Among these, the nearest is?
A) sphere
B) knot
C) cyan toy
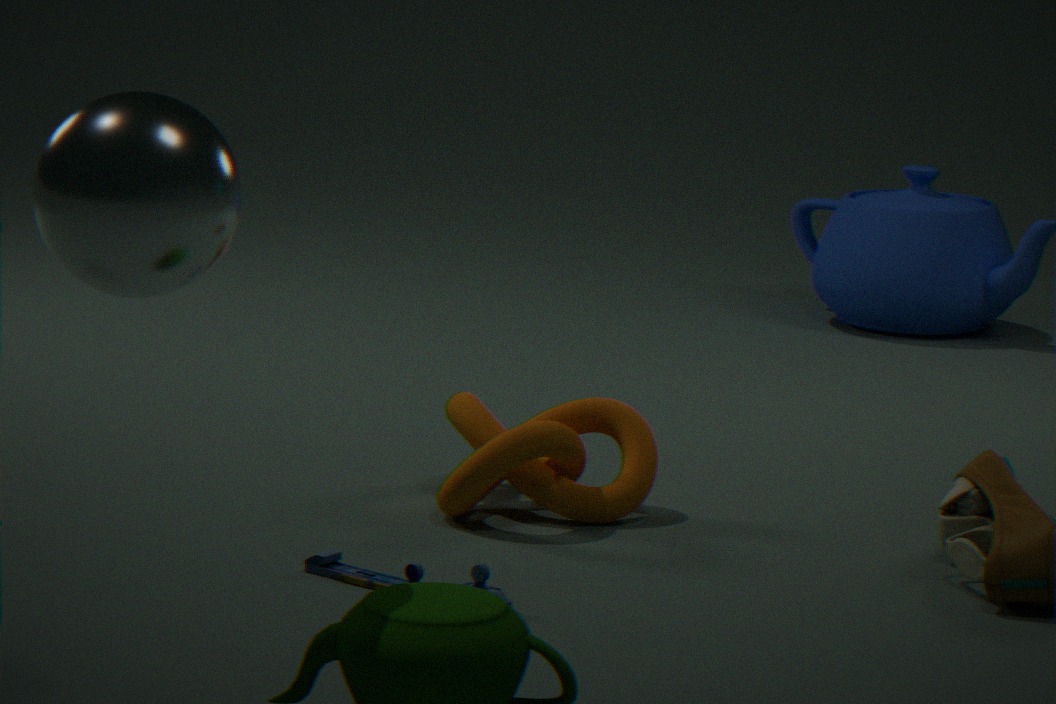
sphere
